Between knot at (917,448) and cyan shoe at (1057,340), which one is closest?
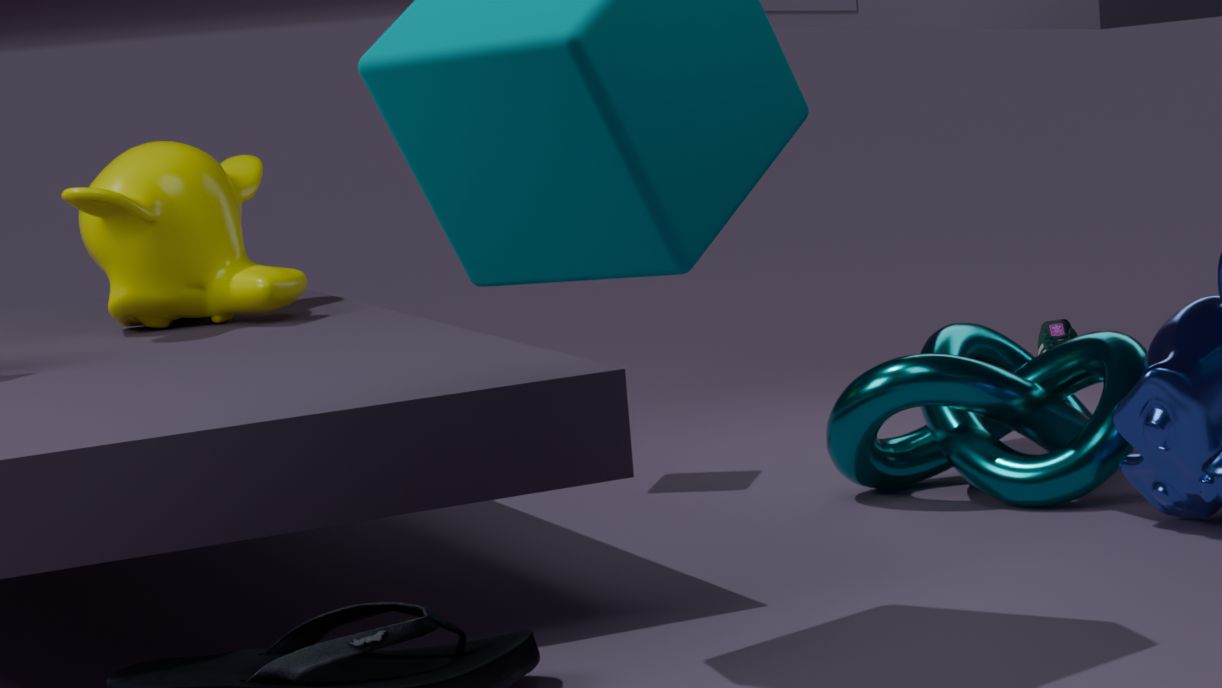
knot at (917,448)
